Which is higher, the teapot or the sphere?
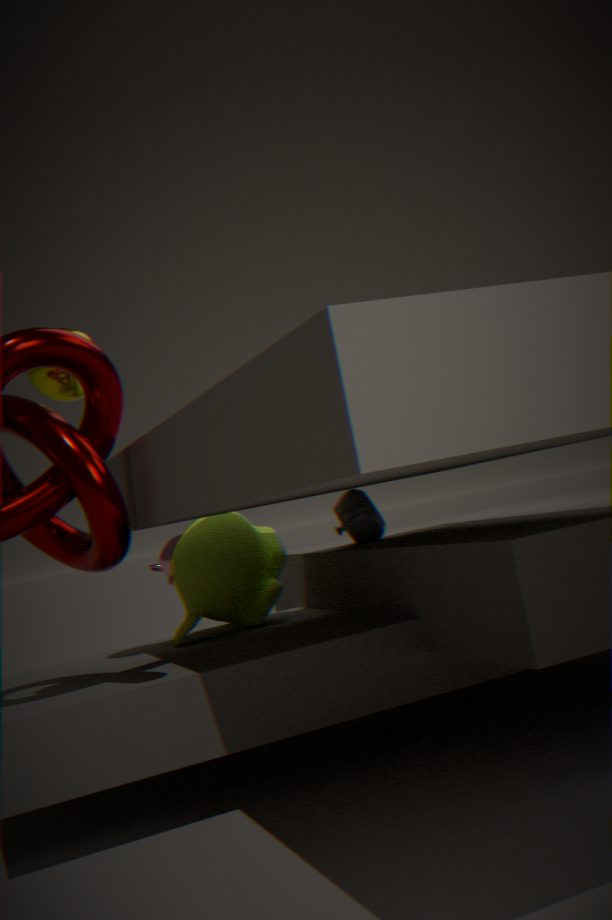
the sphere
